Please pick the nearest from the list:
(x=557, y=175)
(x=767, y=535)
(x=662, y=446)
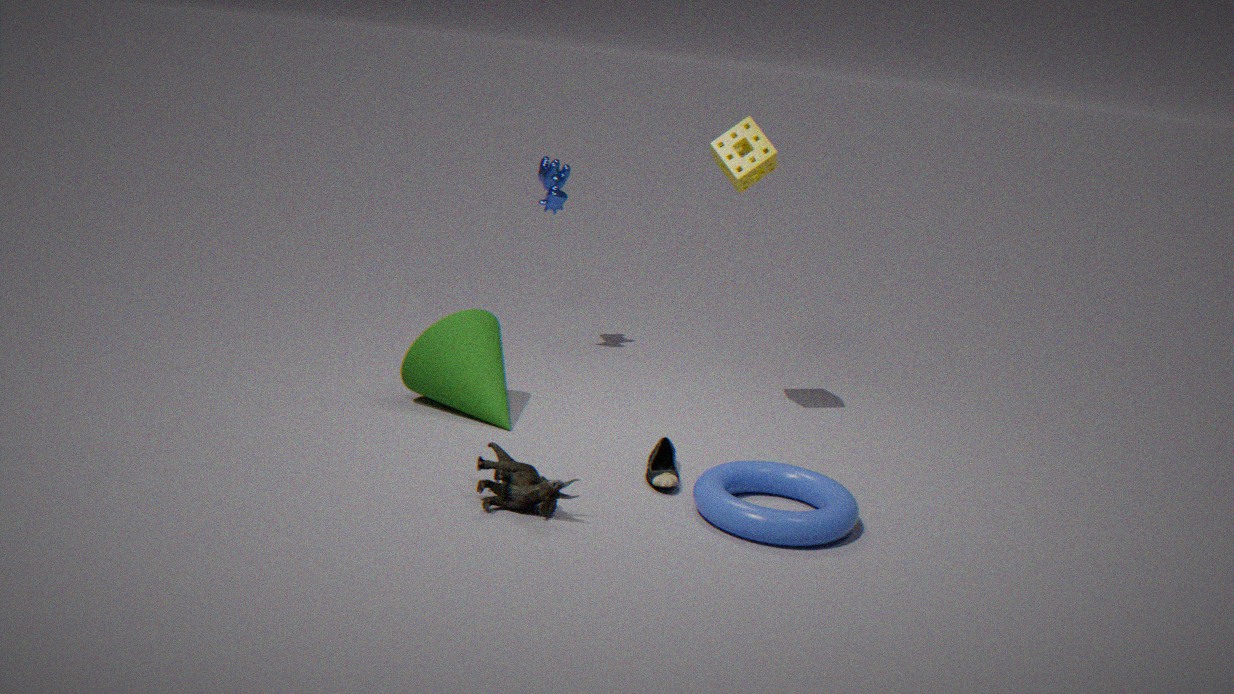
(x=767, y=535)
